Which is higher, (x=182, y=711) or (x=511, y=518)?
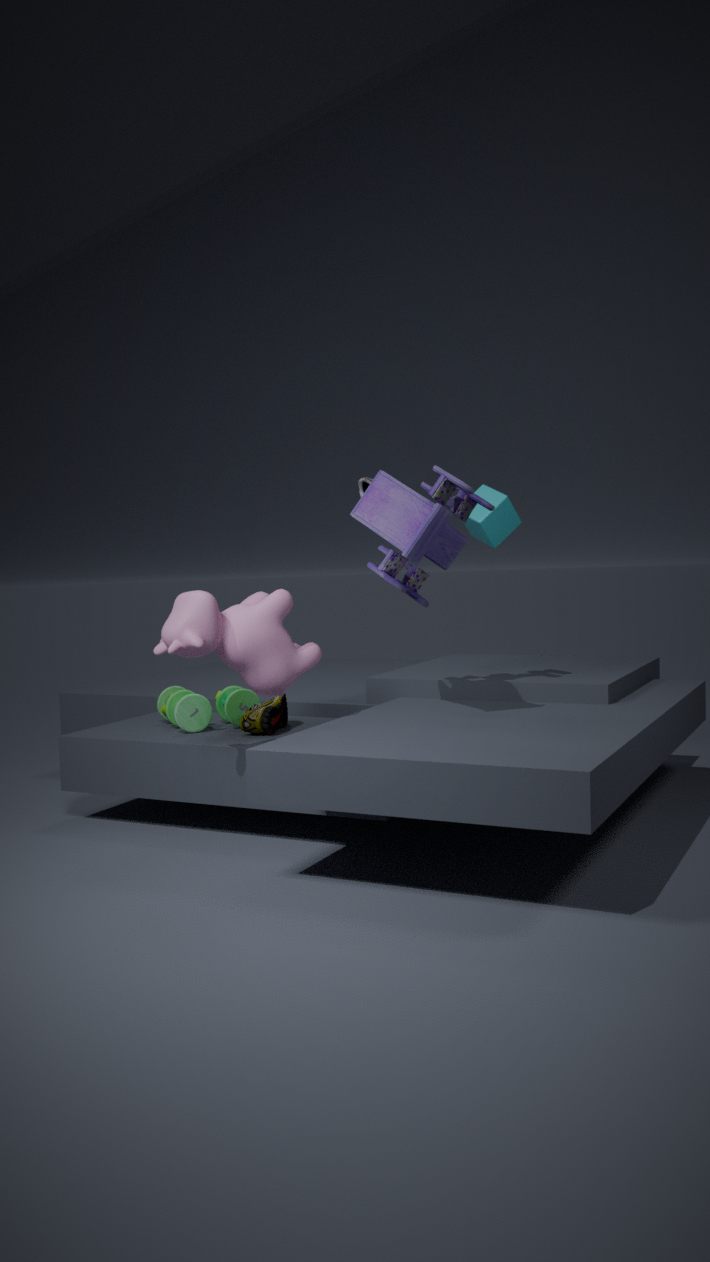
(x=511, y=518)
